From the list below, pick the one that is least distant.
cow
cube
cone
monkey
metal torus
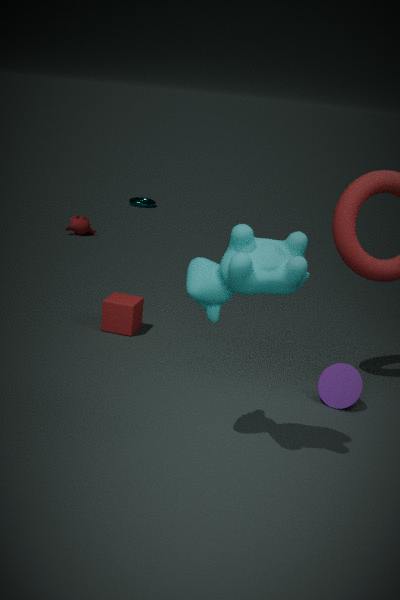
cow
